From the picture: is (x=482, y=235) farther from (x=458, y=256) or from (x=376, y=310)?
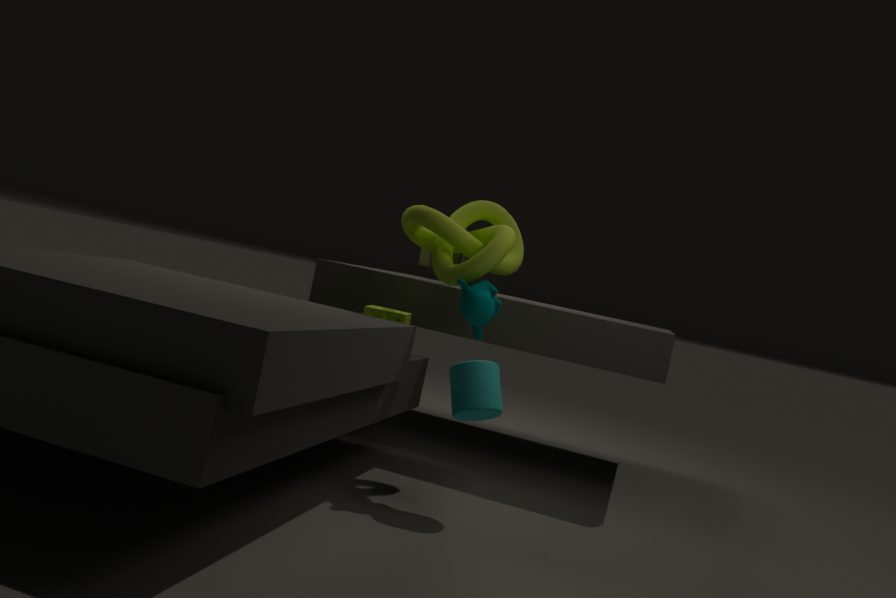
(x=458, y=256)
